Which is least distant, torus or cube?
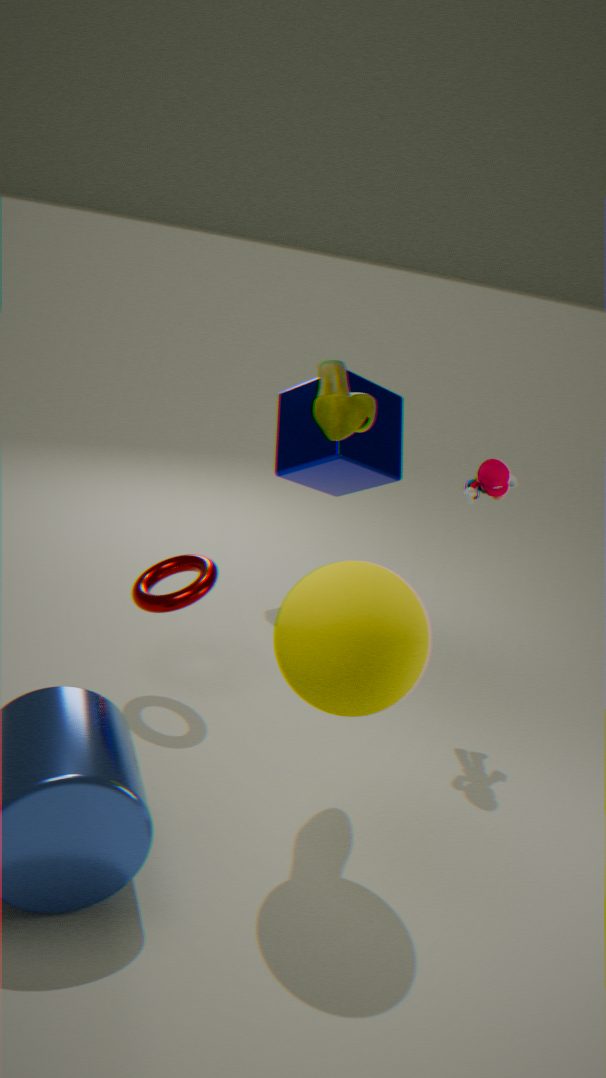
torus
